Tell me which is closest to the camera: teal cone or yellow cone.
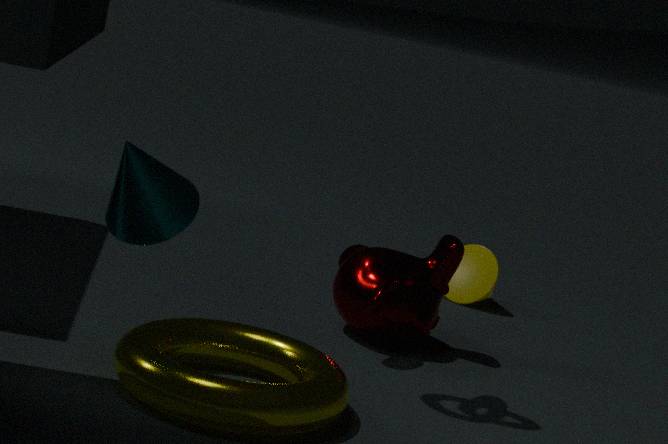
teal cone
